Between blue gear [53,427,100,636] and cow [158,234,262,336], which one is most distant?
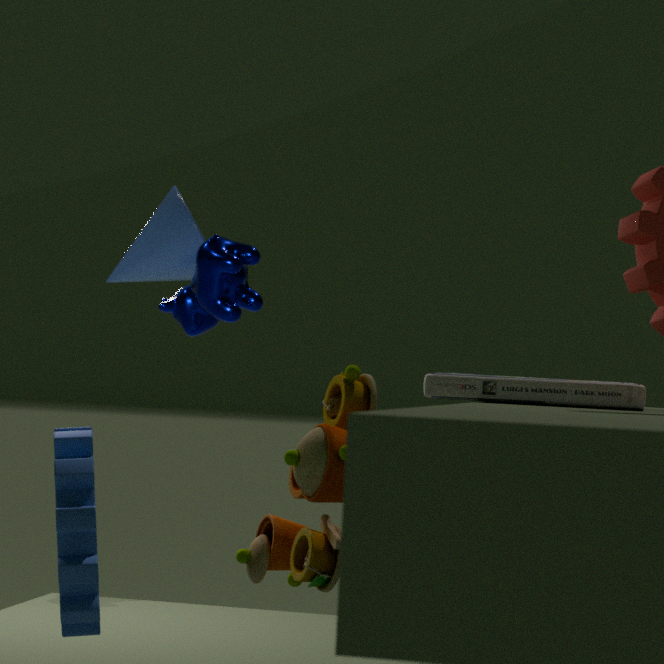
cow [158,234,262,336]
